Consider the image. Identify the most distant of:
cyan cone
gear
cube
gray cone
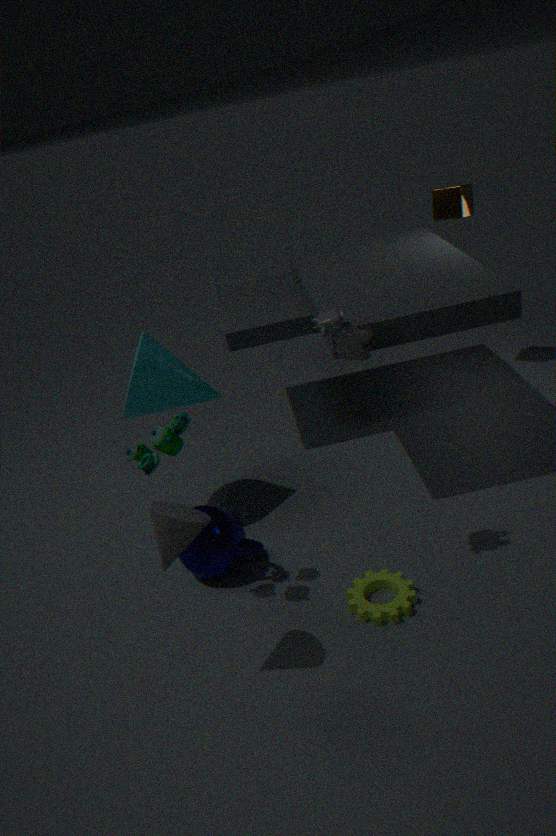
cube
